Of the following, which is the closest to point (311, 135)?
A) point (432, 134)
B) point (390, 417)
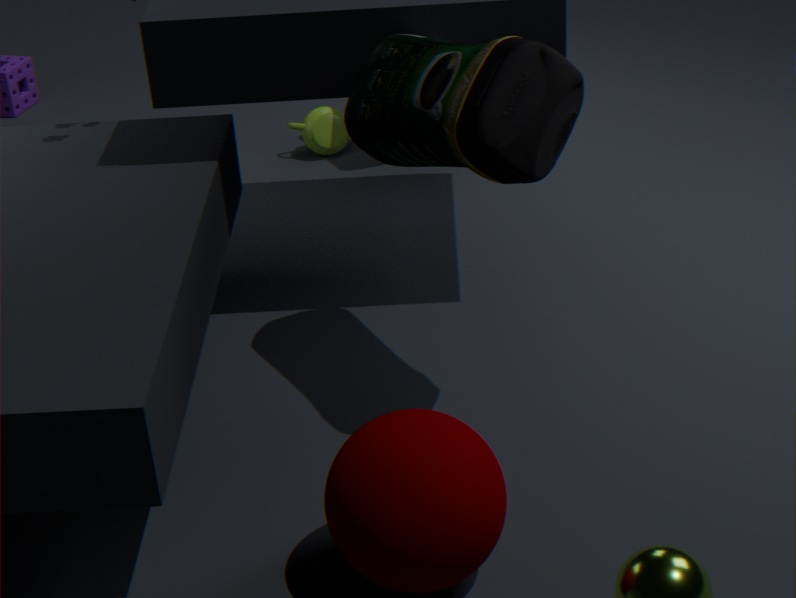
point (432, 134)
